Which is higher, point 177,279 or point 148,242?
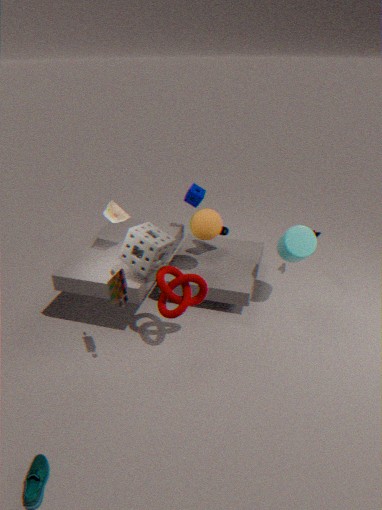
point 148,242
